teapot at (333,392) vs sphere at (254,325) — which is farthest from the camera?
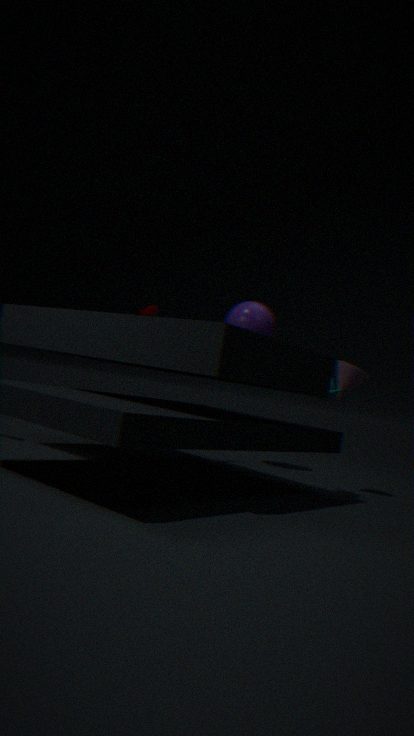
sphere at (254,325)
